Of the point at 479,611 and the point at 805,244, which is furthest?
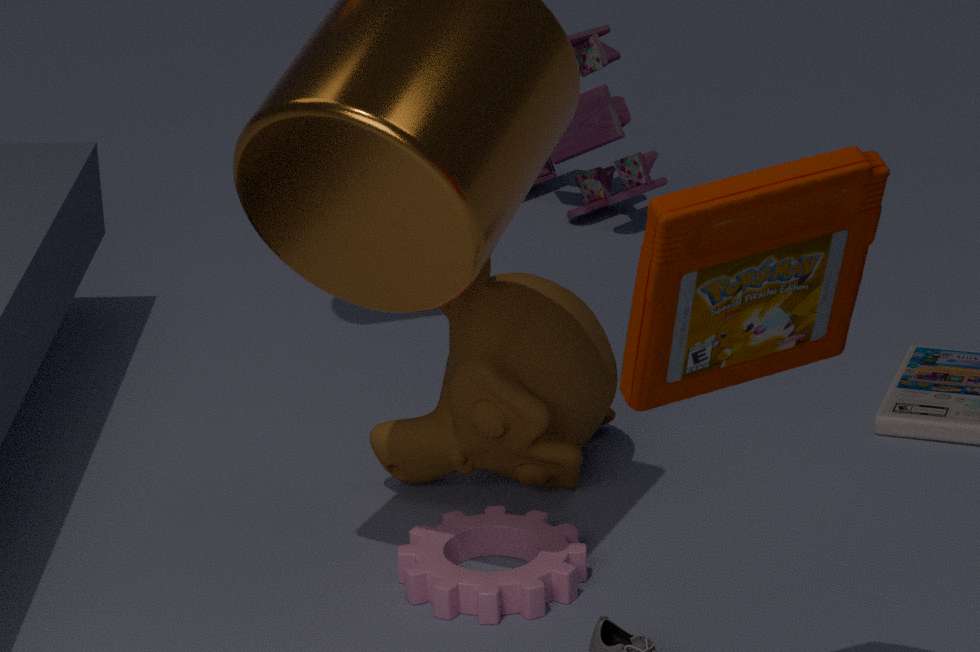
the point at 479,611
